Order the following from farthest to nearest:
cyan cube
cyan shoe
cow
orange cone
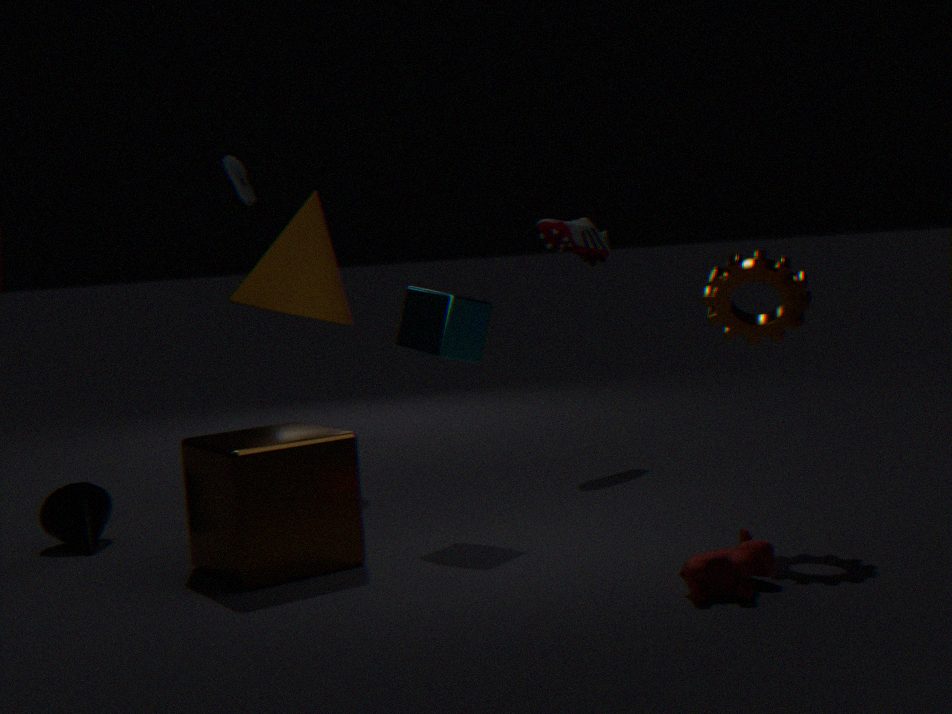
1. cyan shoe
2. orange cone
3. cyan cube
4. cow
